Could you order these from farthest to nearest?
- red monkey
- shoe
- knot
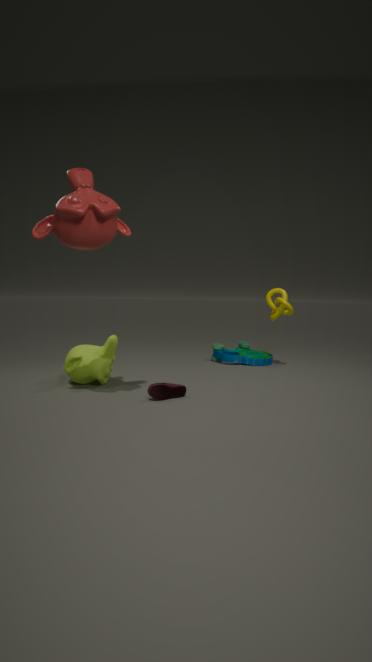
knot, shoe, red monkey
